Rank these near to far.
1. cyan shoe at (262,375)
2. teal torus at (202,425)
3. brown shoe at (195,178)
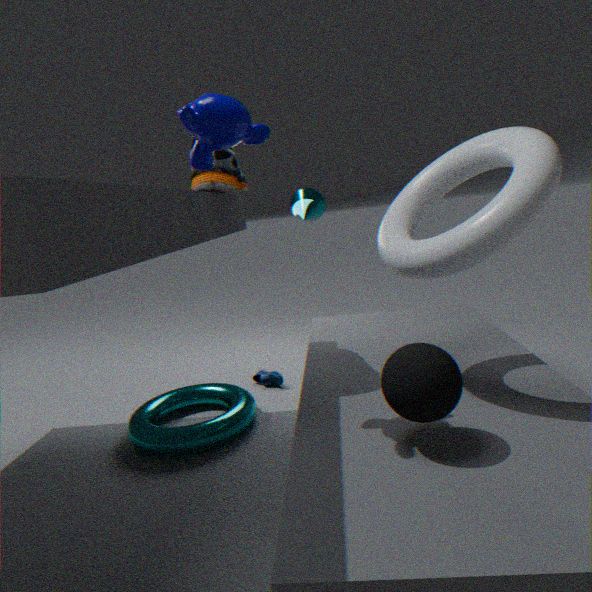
brown shoe at (195,178) → teal torus at (202,425) → cyan shoe at (262,375)
